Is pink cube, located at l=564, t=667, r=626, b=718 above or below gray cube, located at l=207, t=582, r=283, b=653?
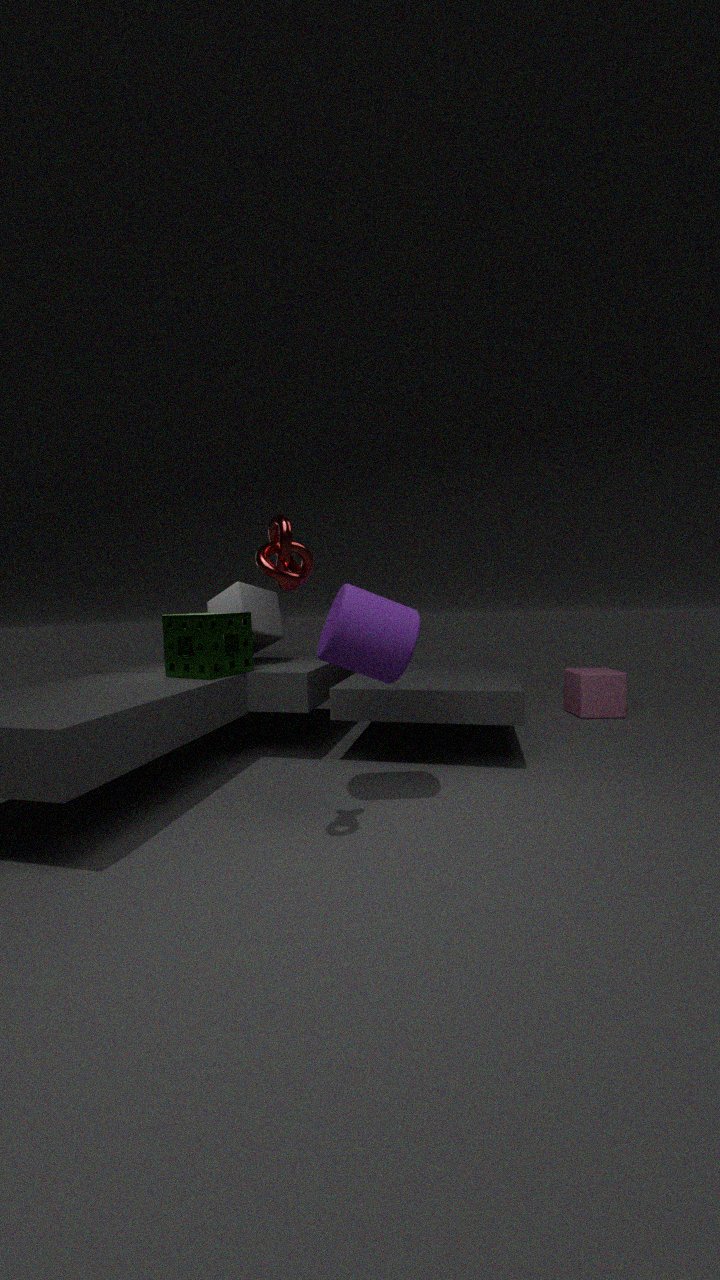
below
